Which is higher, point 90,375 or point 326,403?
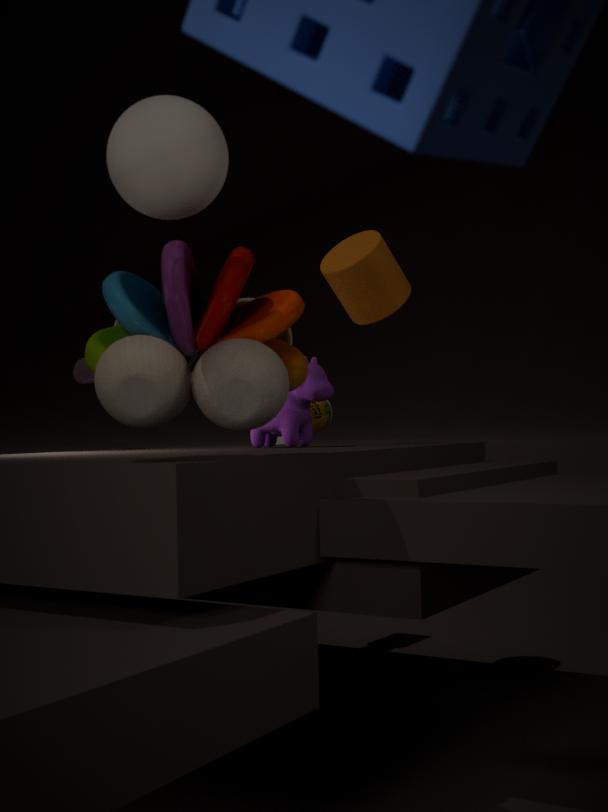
point 90,375
